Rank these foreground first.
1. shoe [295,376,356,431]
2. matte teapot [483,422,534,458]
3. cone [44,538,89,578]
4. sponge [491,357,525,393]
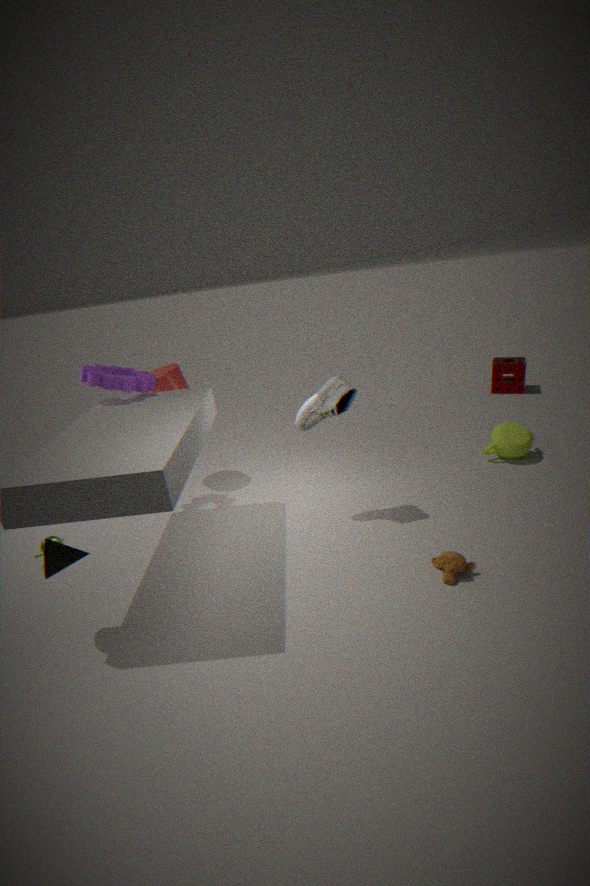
cone [44,538,89,578] → shoe [295,376,356,431] → matte teapot [483,422,534,458] → sponge [491,357,525,393]
